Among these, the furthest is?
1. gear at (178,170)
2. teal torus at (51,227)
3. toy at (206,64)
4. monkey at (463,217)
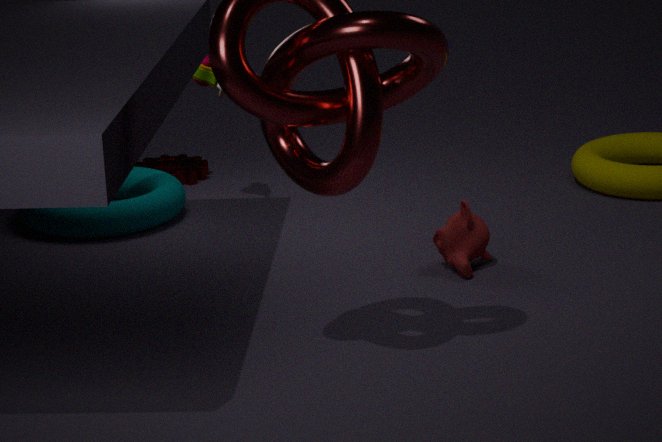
gear at (178,170)
